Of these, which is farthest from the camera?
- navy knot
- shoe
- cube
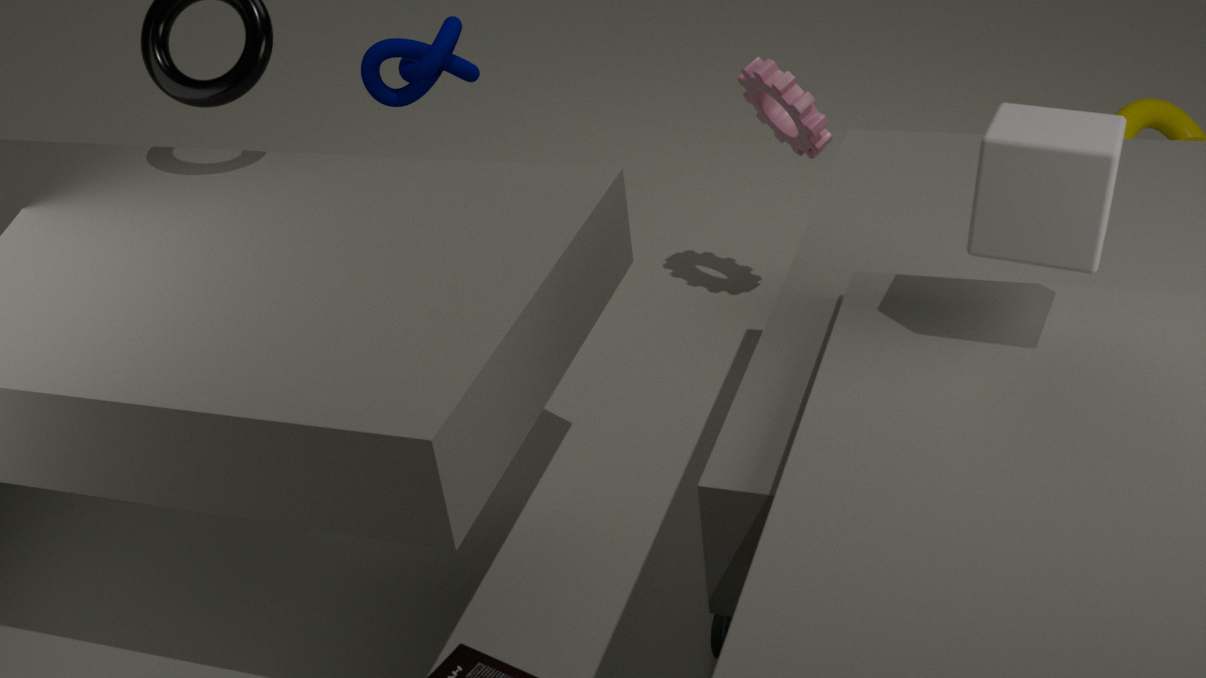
navy knot
